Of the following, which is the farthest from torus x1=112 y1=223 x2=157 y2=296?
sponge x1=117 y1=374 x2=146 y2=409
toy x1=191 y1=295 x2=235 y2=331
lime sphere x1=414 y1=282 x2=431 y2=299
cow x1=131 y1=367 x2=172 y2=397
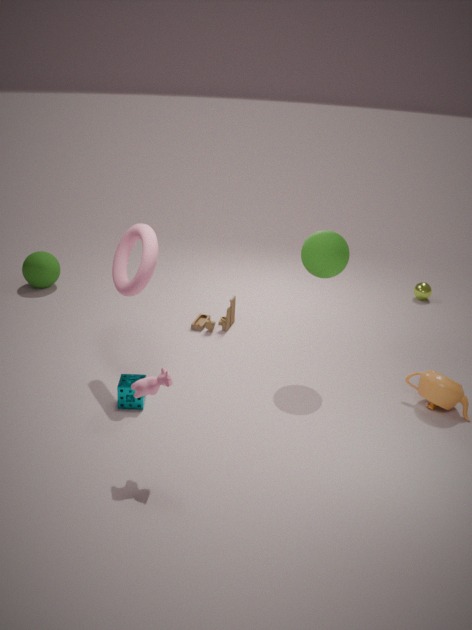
lime sphere x1=414 y1=282 x2=431 y2=299
